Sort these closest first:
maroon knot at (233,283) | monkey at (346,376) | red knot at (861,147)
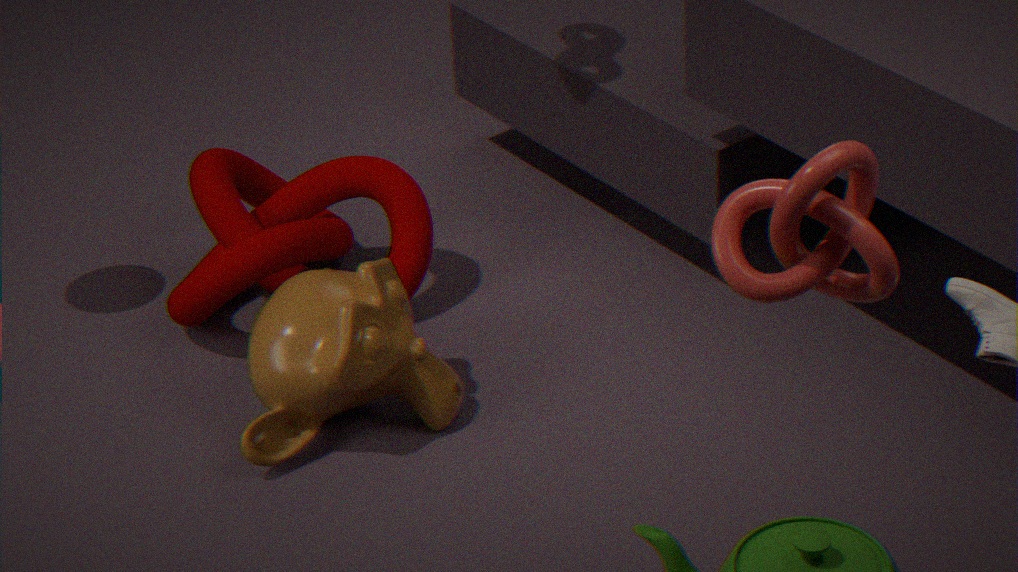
1. red knot at (861,147)
2. monkey at (346,376)
3. maroon knot at (233,283)
